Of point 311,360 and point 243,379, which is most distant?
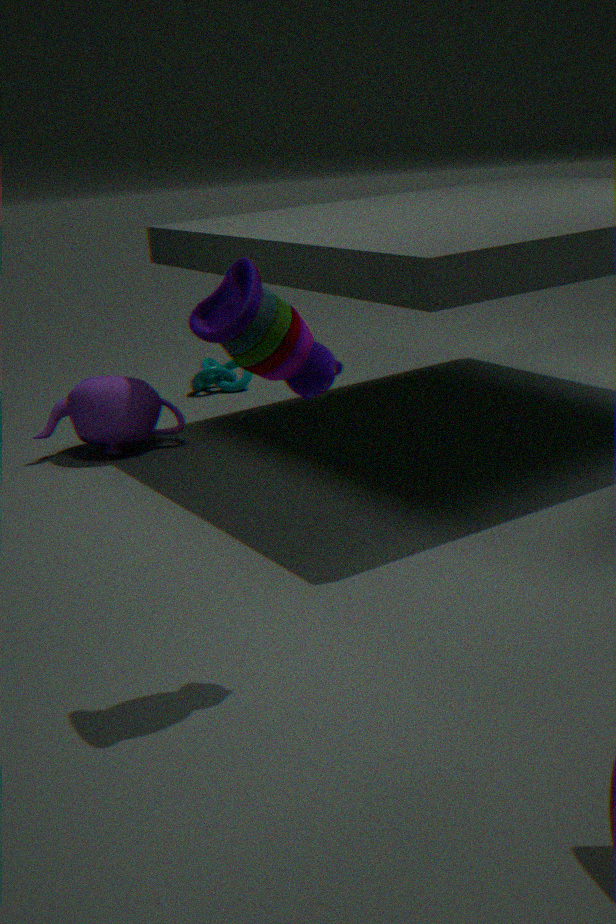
point 243,379
